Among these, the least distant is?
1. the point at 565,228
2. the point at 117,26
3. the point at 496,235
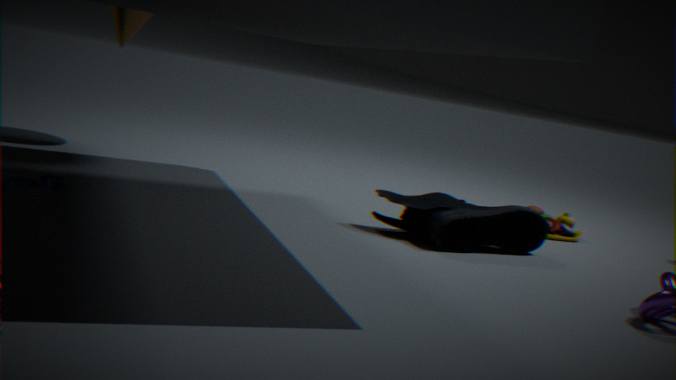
the point at 496,235
